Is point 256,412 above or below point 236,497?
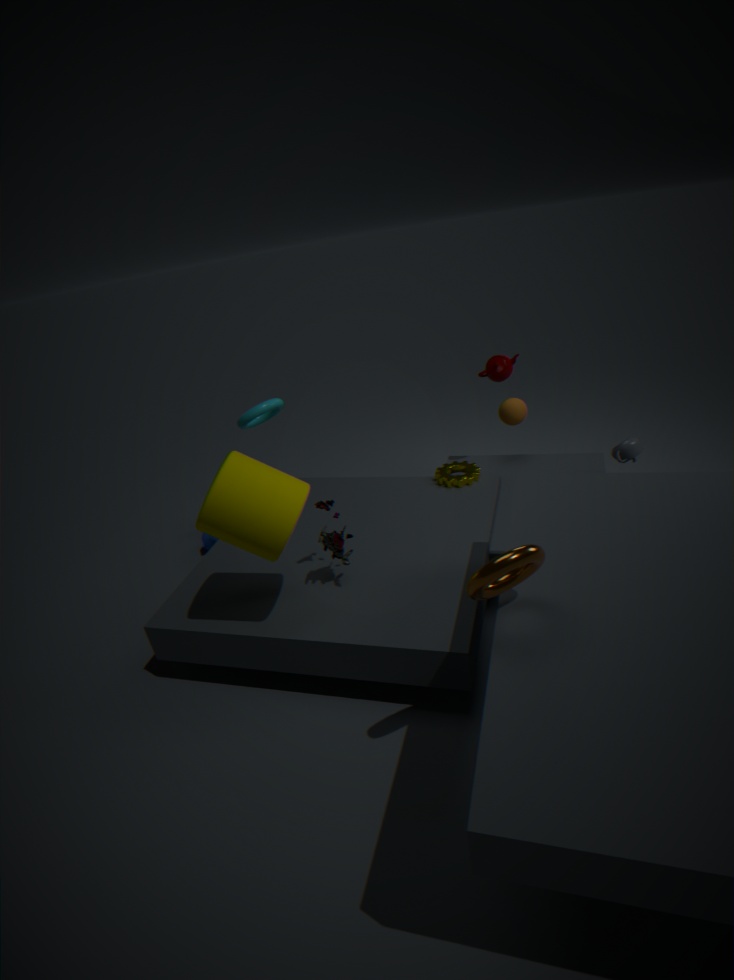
above
